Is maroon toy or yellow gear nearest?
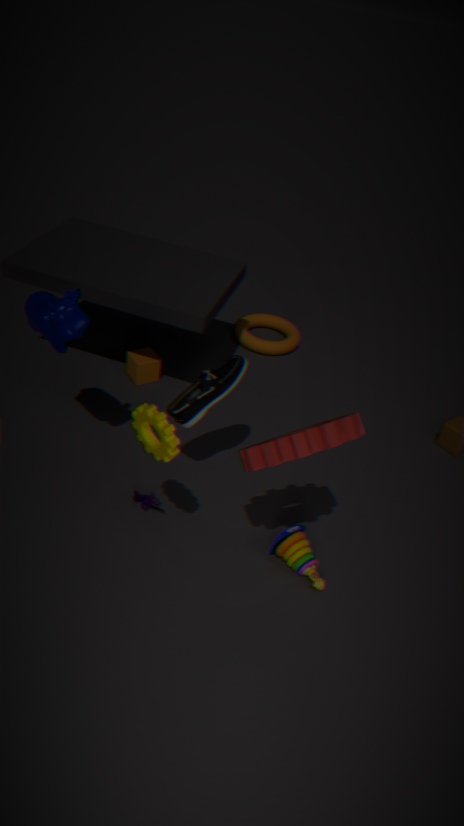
yellow gear
